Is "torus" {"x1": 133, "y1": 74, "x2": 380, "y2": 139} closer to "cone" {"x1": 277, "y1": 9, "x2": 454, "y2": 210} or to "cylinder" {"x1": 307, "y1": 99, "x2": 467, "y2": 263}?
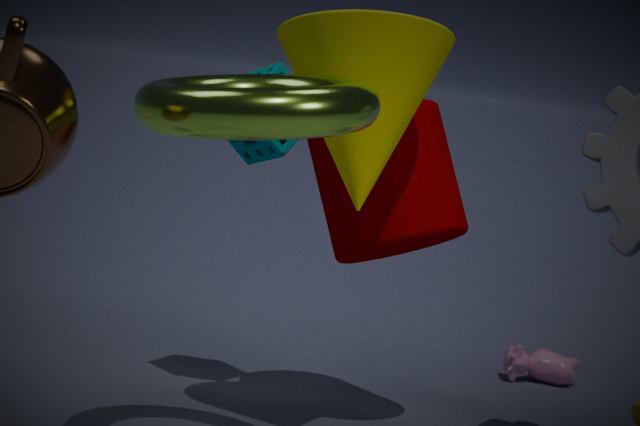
"cone" {"x1": 277, "y1": 9, "x2": 454, "y2": 210}
